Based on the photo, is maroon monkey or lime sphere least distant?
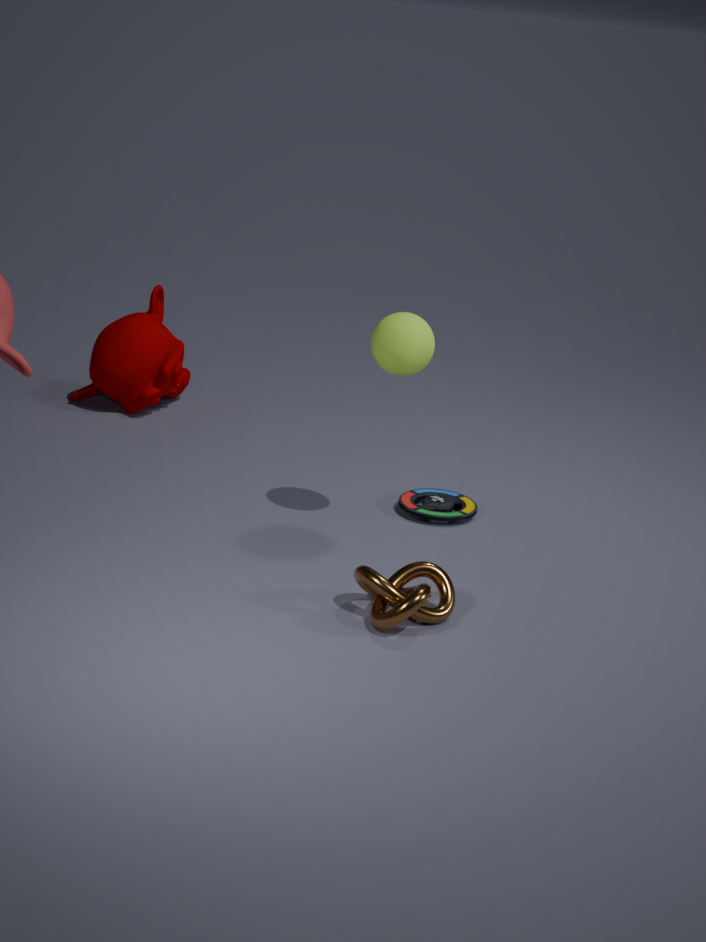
lime sphere
